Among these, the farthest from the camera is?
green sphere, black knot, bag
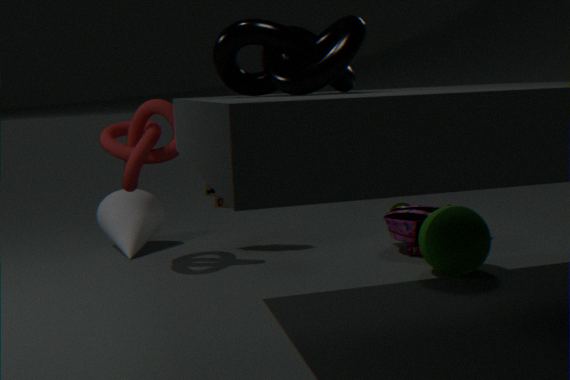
bag
